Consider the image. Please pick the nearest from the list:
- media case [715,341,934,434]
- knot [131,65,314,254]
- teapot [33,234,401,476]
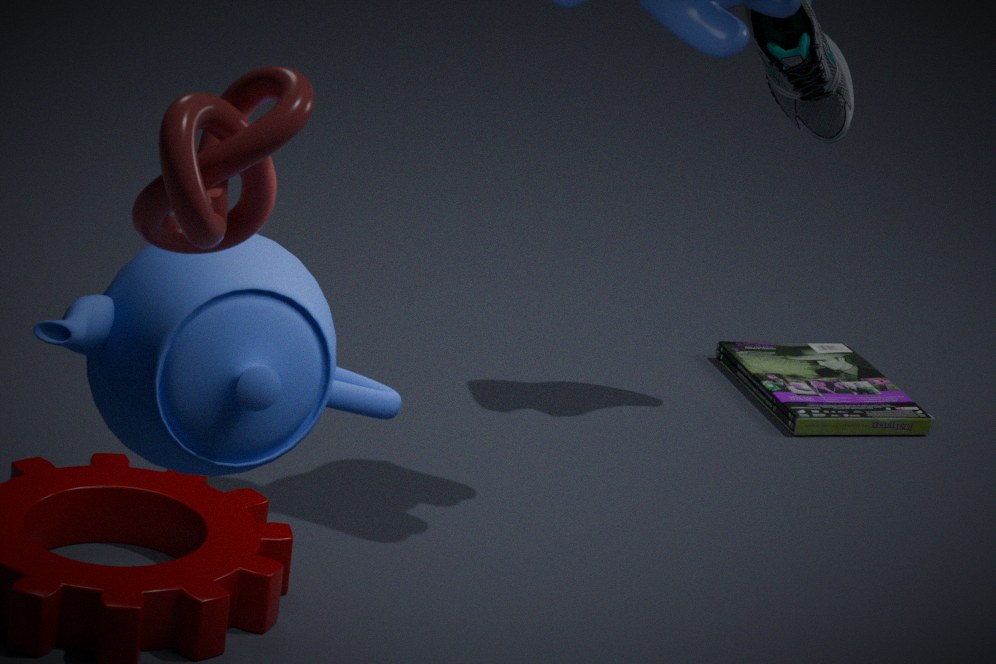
knot [131,65,314,254]
